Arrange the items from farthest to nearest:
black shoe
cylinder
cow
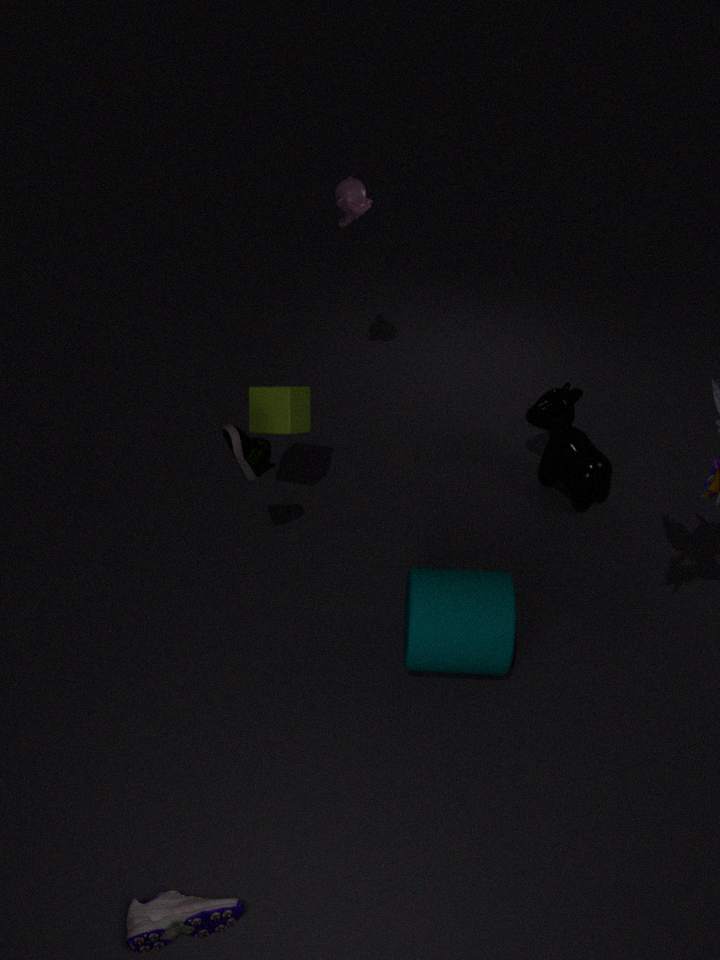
cow → cylinder → black shoe
